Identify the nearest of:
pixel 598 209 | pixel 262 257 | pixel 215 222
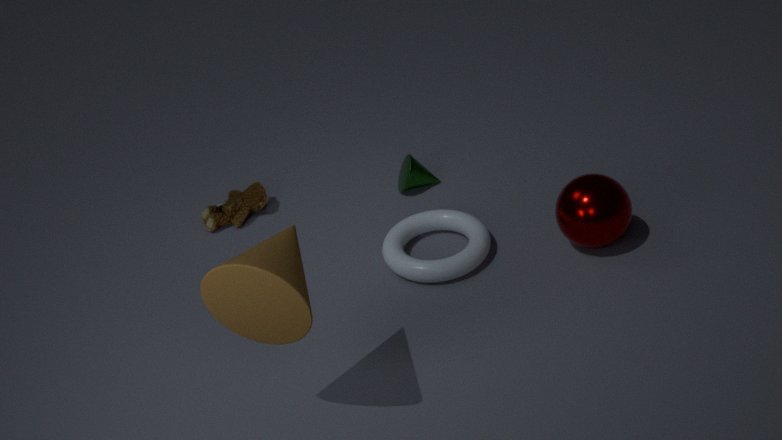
pixel 262 257
